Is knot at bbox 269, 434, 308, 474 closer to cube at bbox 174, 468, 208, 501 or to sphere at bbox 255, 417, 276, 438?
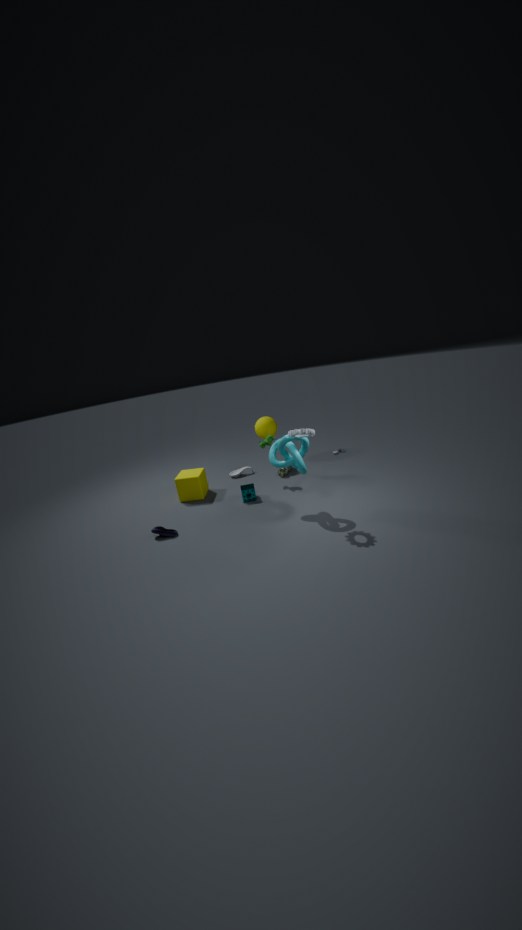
cube at bbox 174, 468, 208, 501
